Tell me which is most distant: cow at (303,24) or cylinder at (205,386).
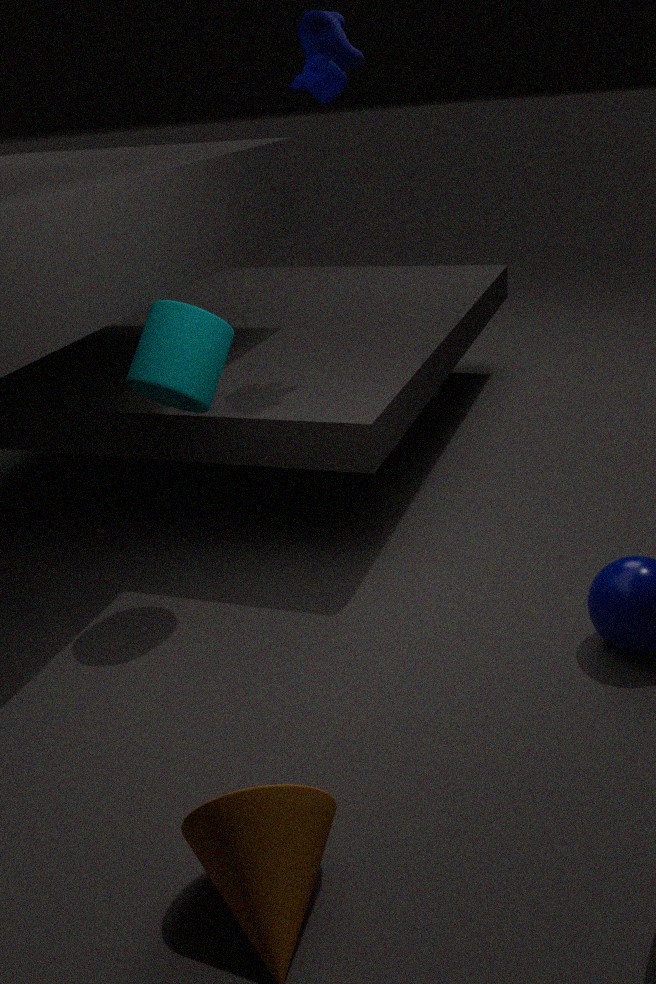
cow at (303,24)
